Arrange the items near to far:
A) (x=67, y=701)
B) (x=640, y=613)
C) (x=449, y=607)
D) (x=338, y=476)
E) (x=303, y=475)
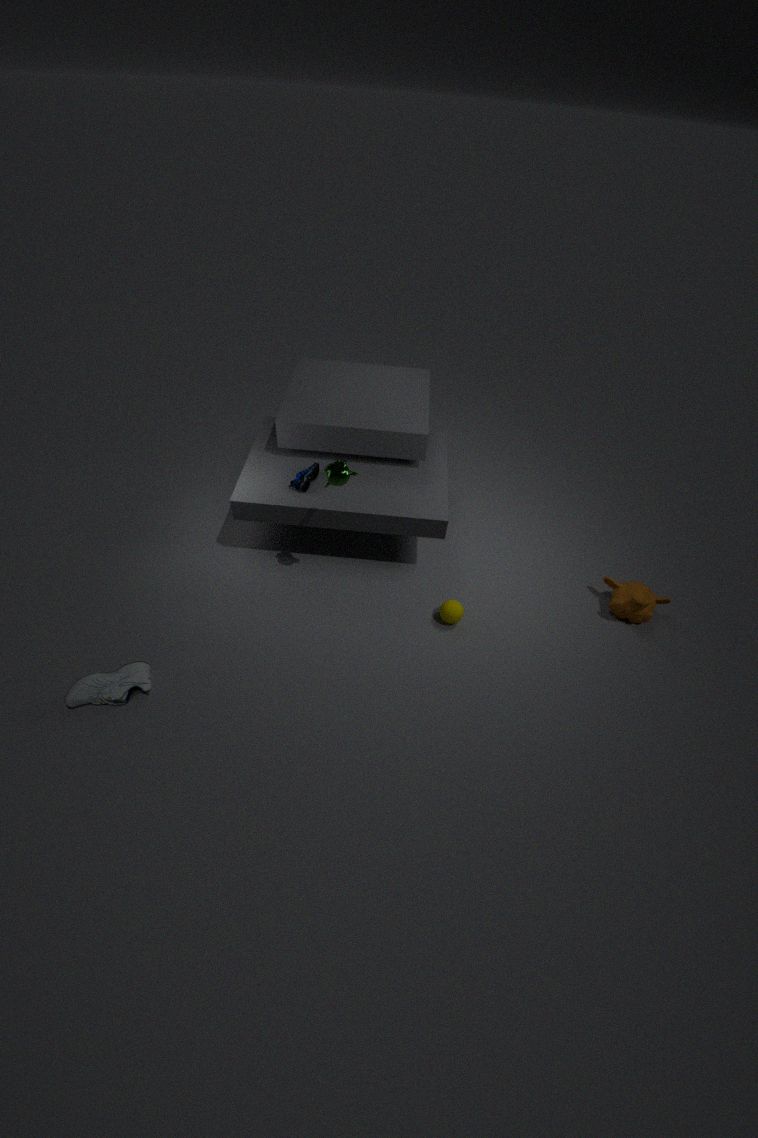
1. (x=338, y=476)
2. (x=67, y=701)
3. (x=449, y=607)
4. (x=640, y=613)
5. (x=303, y=475)
